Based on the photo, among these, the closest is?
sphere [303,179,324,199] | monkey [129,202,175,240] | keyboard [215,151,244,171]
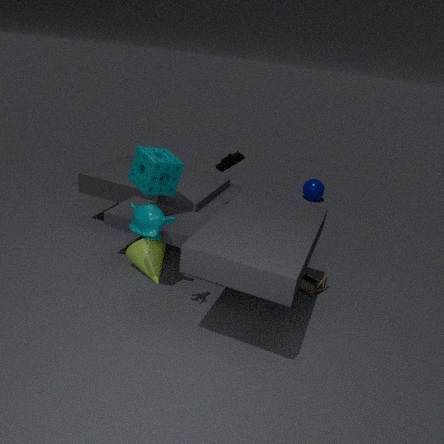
monkey [129,202,175,240]
